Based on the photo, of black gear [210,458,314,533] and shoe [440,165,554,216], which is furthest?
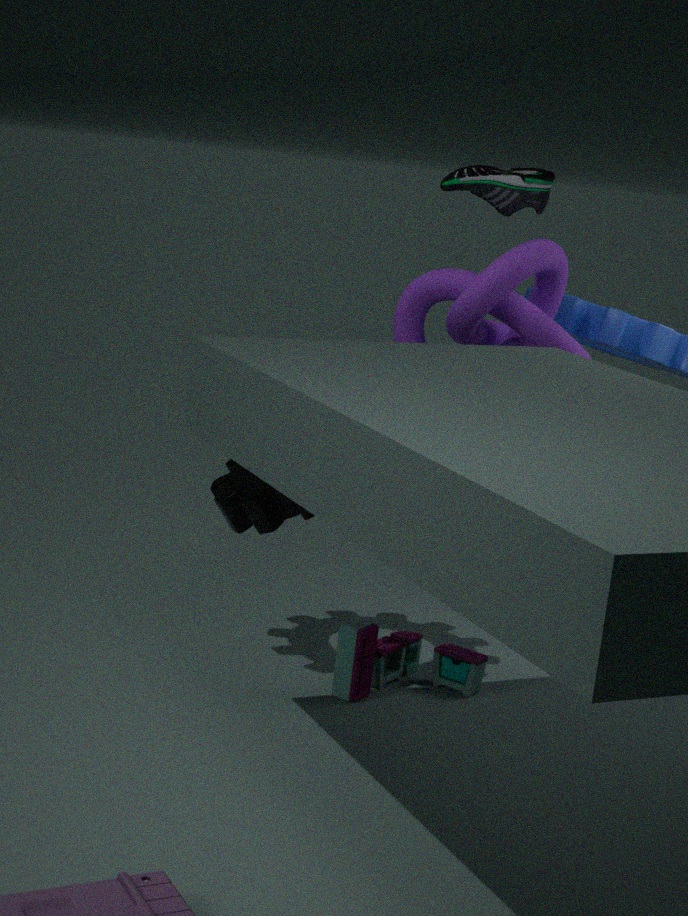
shoe [440,165,554,216]
